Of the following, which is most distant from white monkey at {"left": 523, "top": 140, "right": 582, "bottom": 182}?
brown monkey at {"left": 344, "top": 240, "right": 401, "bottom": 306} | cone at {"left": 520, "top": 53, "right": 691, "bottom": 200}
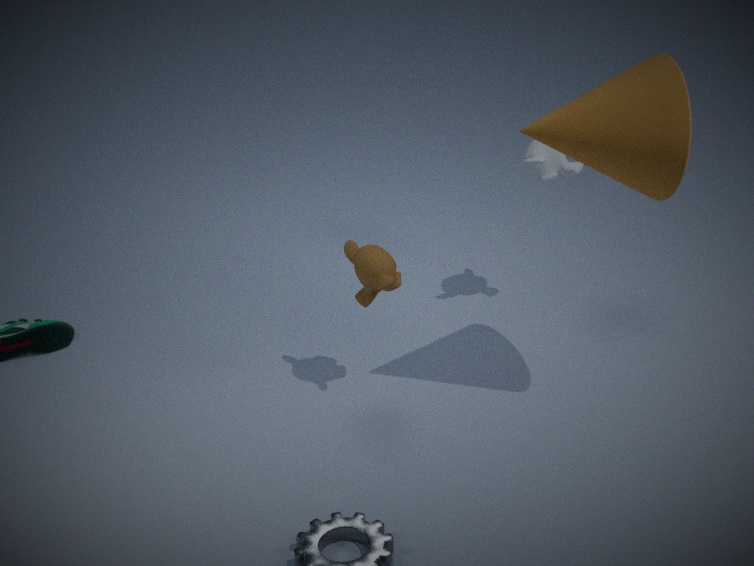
brown monkey at {"left": 344, "top": 240, "right": 401, "bottom": 306}
